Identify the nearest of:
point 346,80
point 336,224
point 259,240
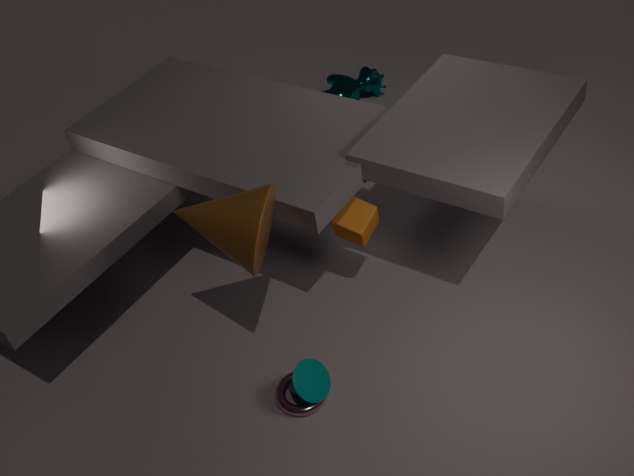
point 259,240
